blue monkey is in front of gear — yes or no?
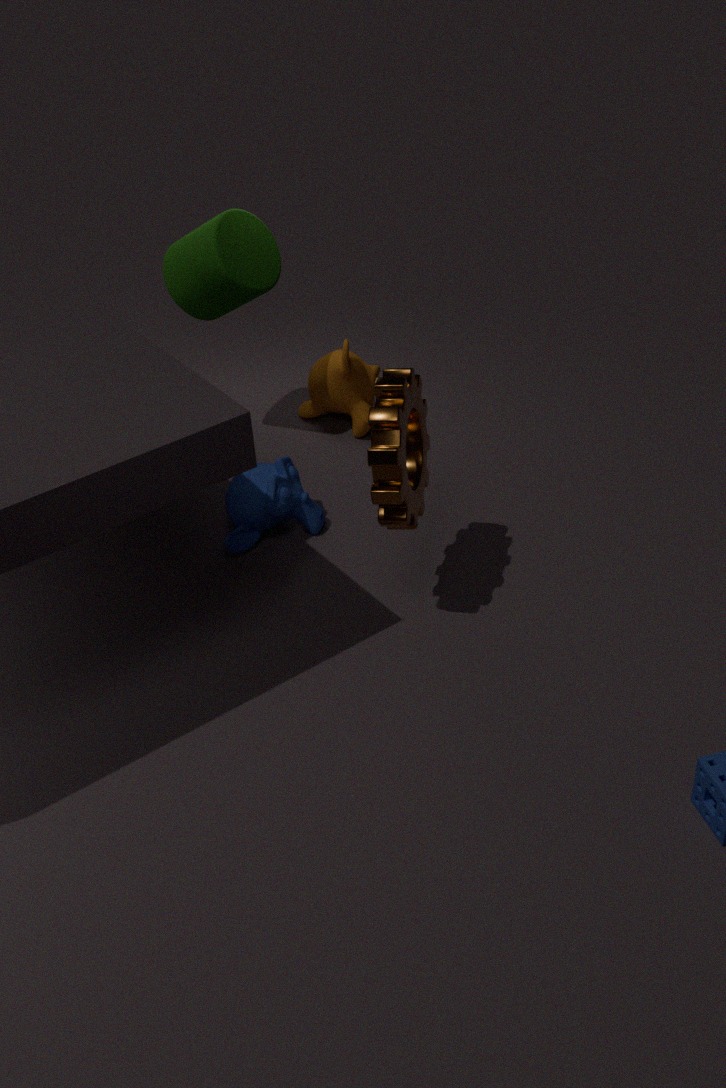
No
